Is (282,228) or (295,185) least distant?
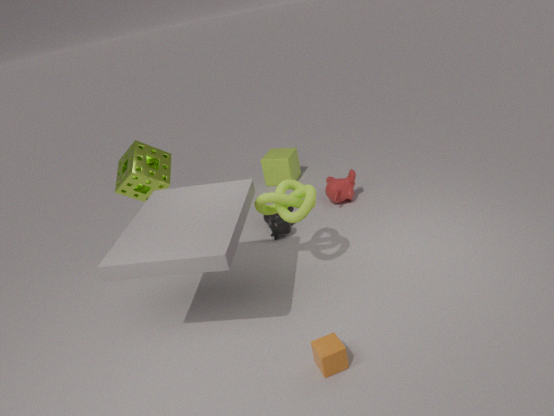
(295,185)
